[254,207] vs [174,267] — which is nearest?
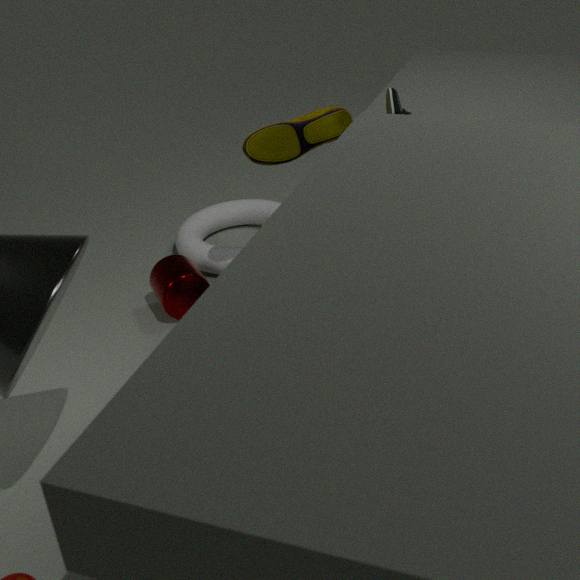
[174,267]
